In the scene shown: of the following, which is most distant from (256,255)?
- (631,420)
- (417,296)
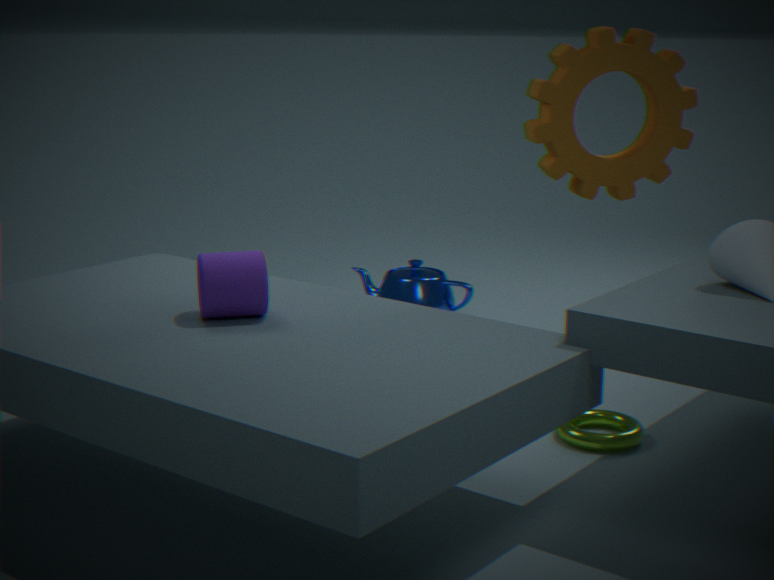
(417,296)
